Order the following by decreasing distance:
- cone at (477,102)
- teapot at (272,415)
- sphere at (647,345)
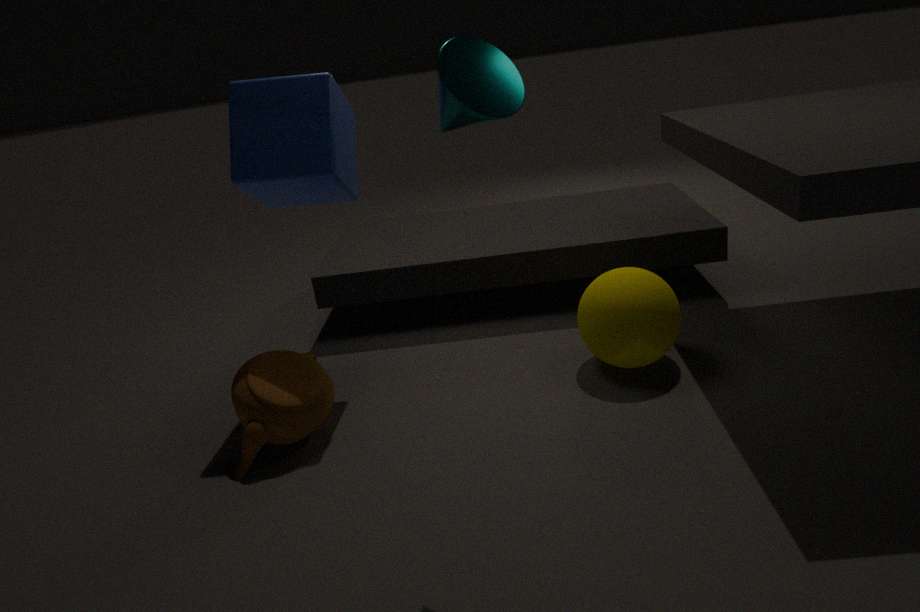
sphere at (647,345), teapot at (272,415), cone at (477,102)
